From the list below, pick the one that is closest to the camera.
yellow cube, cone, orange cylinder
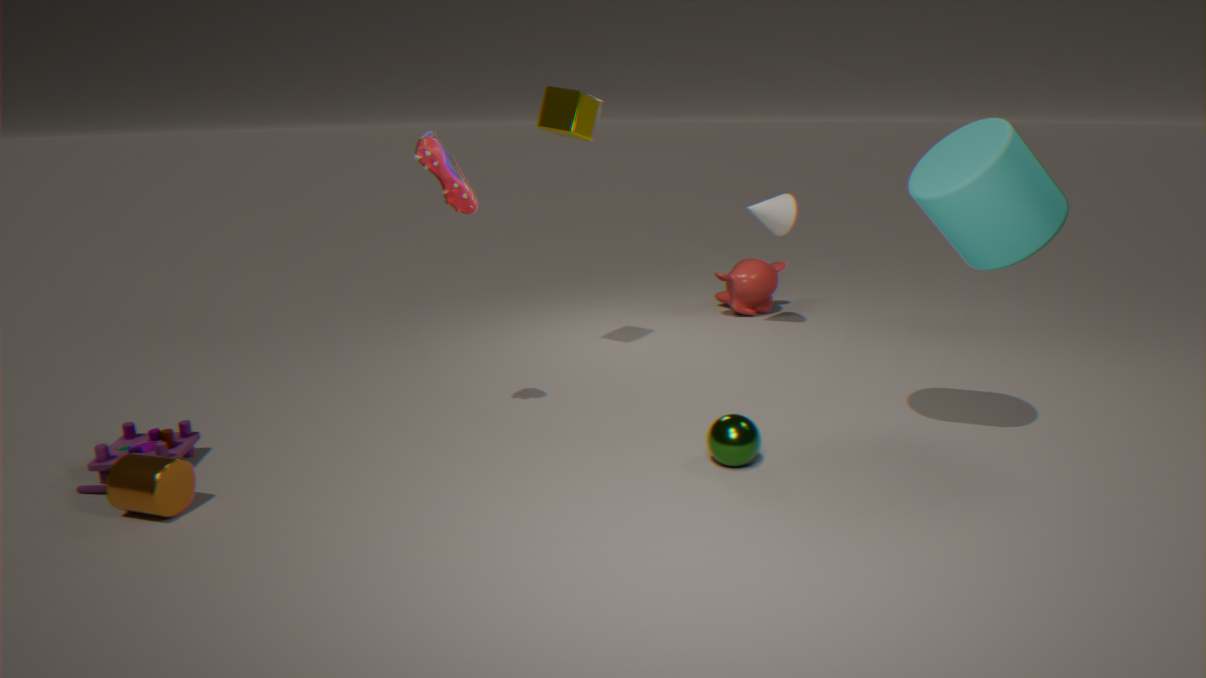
orange cylinder
